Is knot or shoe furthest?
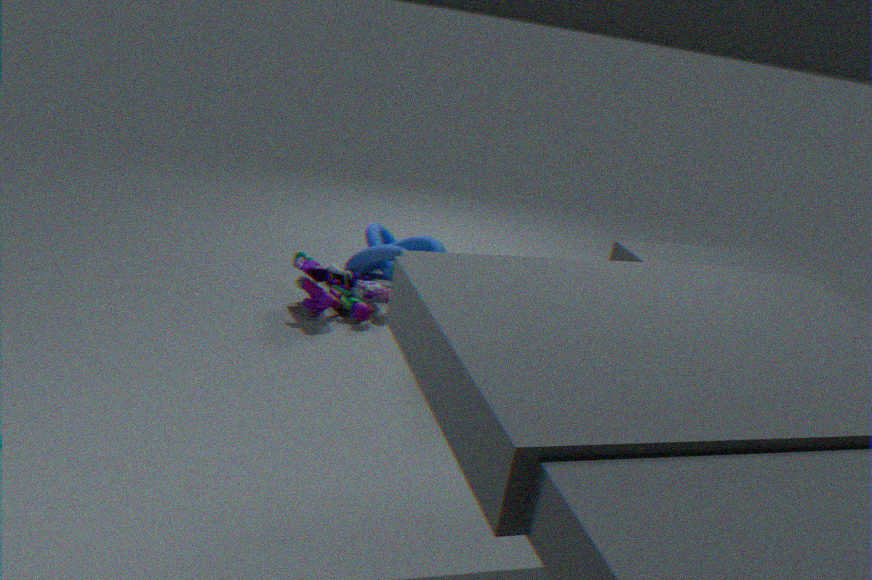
knot
